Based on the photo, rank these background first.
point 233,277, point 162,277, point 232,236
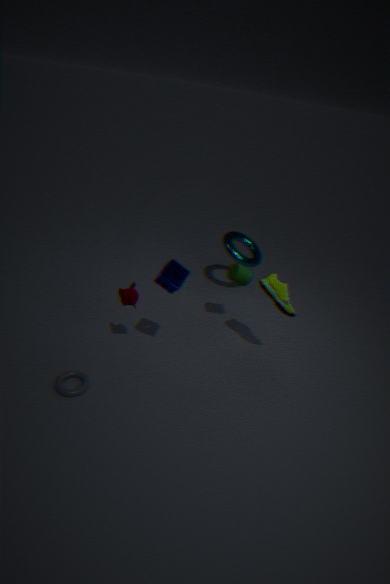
1. point 232,236
2. point 233,277
3. point 162,277
